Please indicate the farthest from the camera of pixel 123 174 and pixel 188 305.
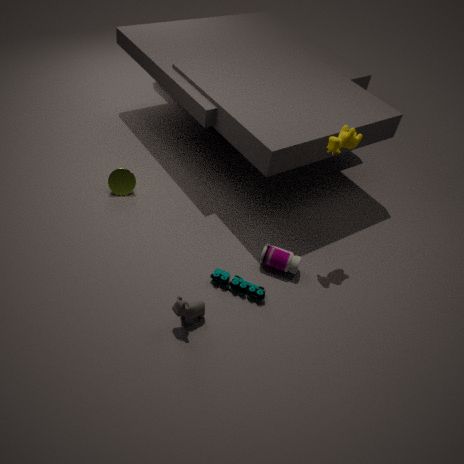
pixel 123 174
